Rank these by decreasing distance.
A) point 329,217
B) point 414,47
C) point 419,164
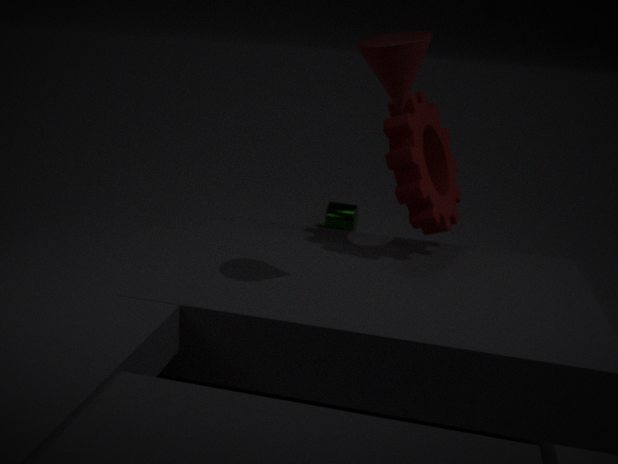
point 329,217
point 419,164
point 414,47
